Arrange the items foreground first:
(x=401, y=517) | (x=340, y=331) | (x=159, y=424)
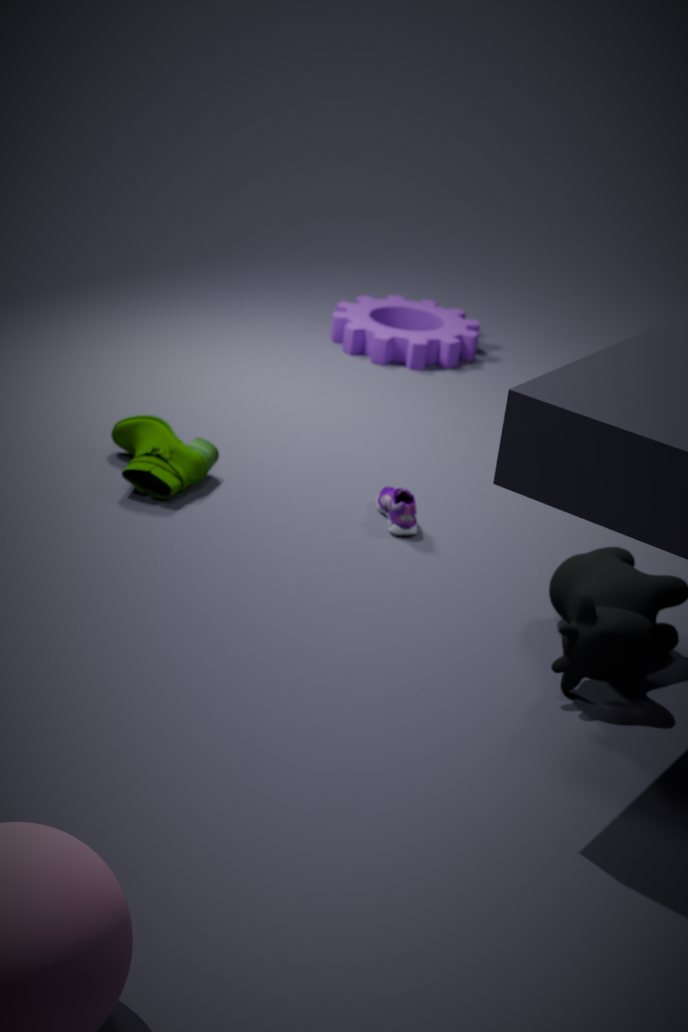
(x=401, y=517) < (x=159, y=424) < (x=340, y=331)
